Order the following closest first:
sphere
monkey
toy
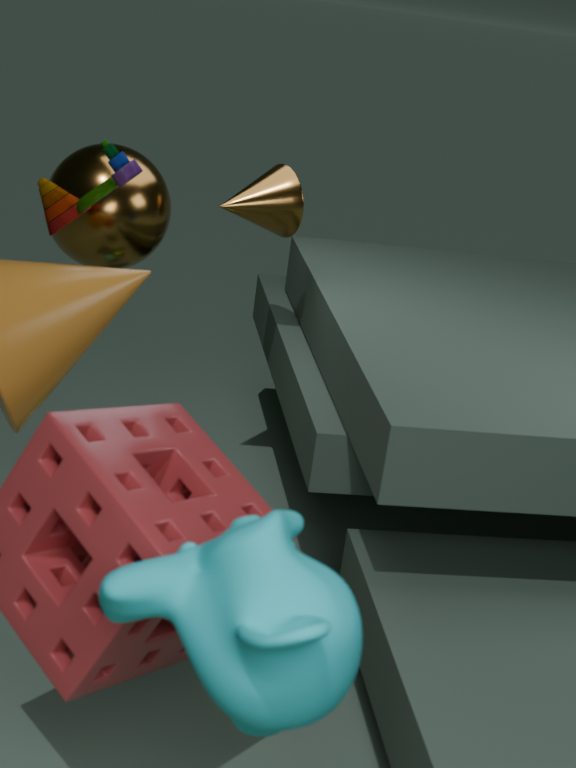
monkey → toy → sphere
